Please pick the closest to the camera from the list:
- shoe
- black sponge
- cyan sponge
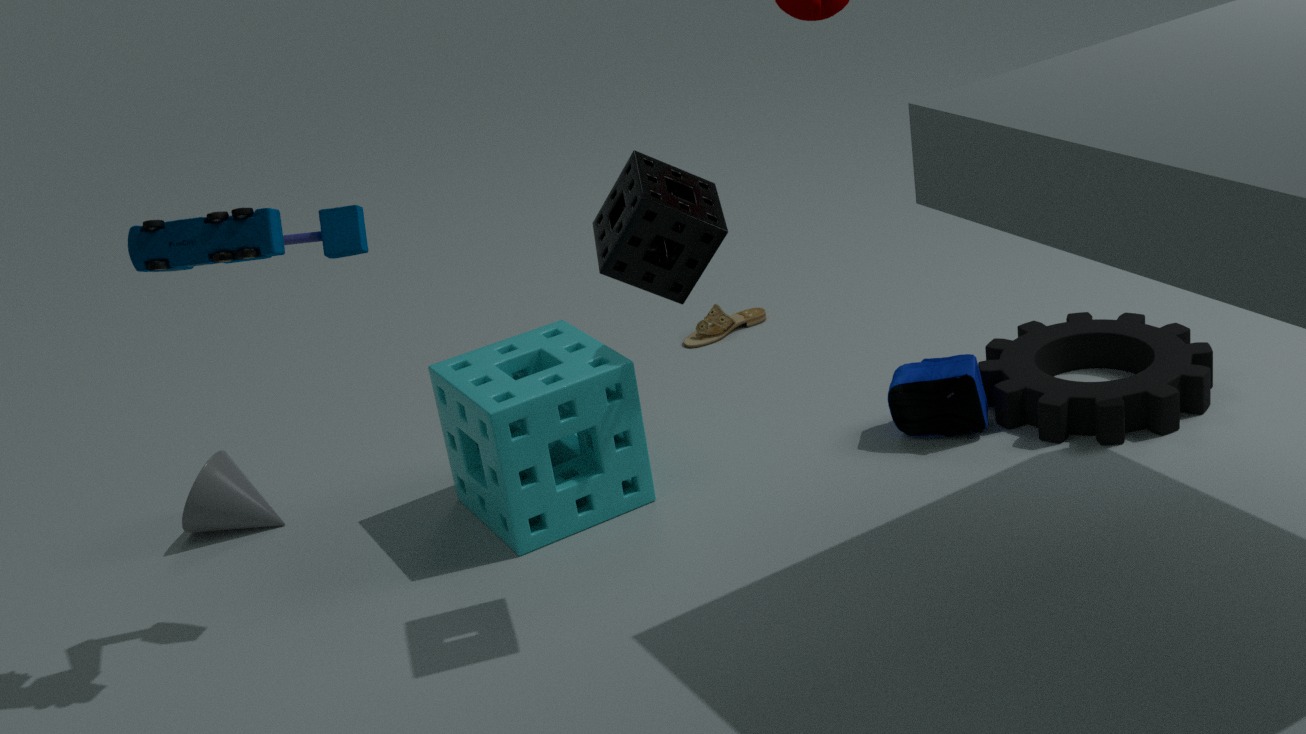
black sponge
